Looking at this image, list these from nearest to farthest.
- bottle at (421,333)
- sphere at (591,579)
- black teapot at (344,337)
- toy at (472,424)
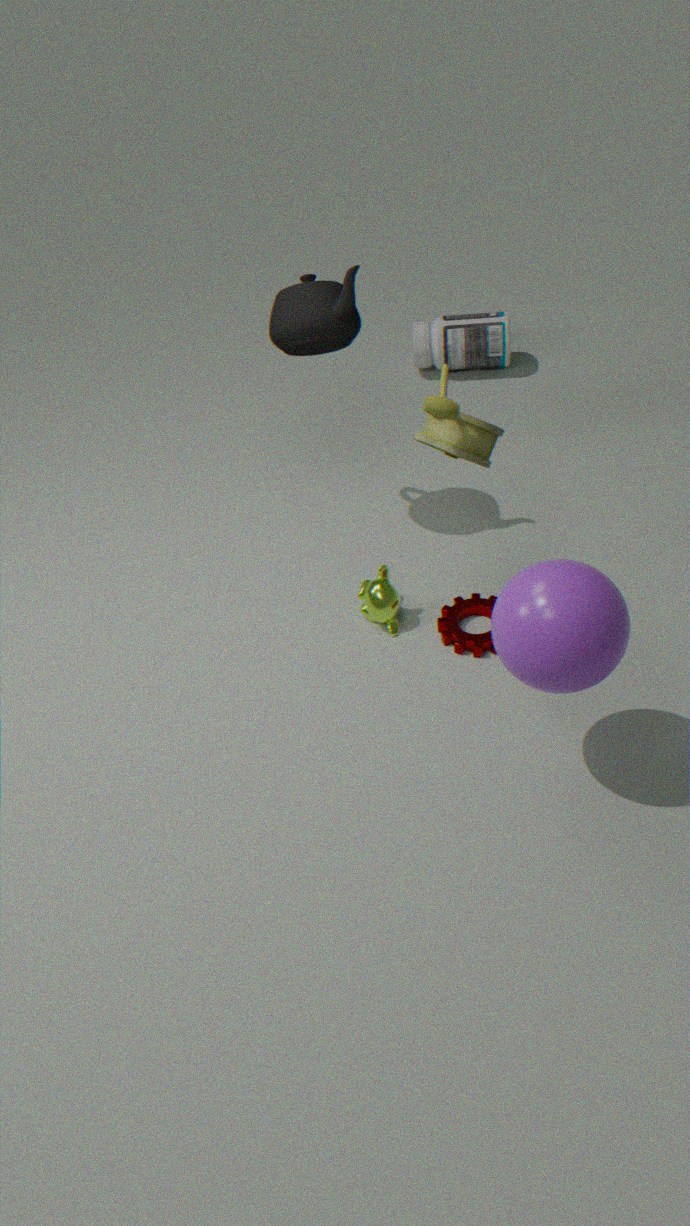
sphere at (591,579) < toy at (472,424) < black teapot at (344,337) < bottle at (421,333)
